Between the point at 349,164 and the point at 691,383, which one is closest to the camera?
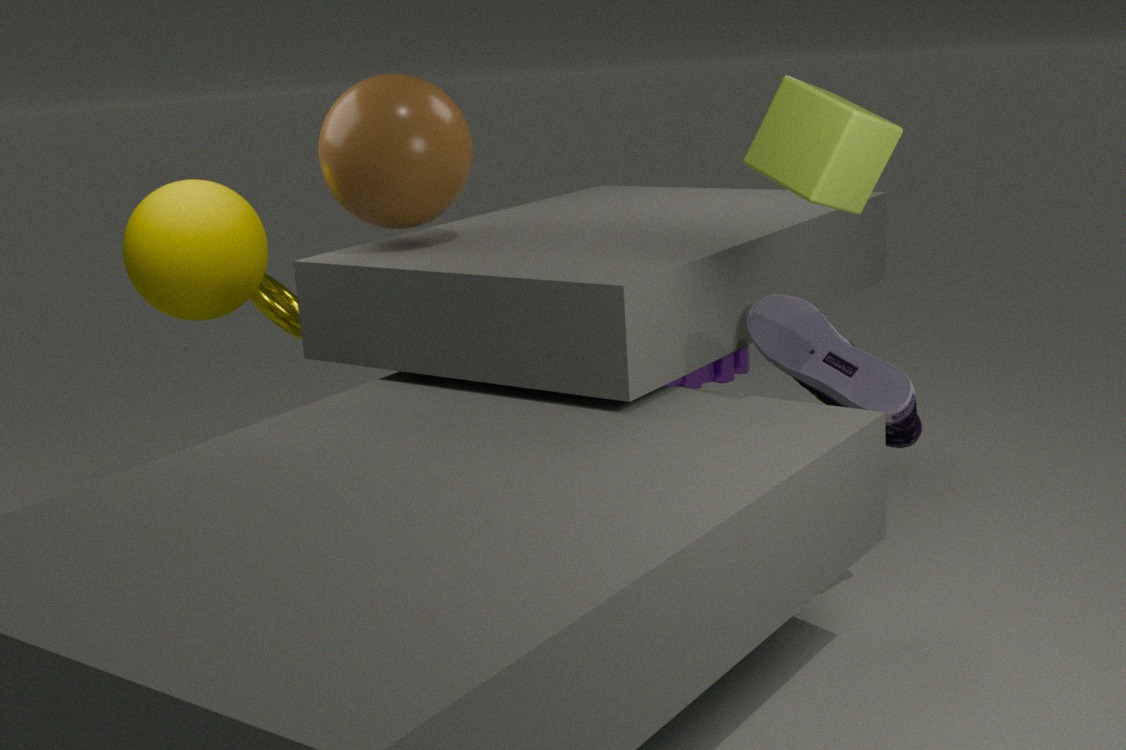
the point at 349,164
